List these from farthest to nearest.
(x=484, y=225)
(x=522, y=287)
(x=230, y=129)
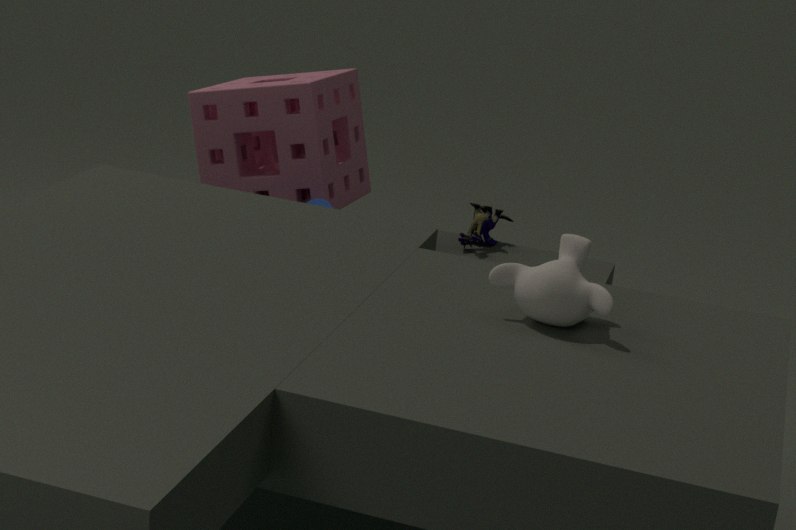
1. (x=484, y=225)
2. (x=230, y=129)
3. (x=522, y=287)
